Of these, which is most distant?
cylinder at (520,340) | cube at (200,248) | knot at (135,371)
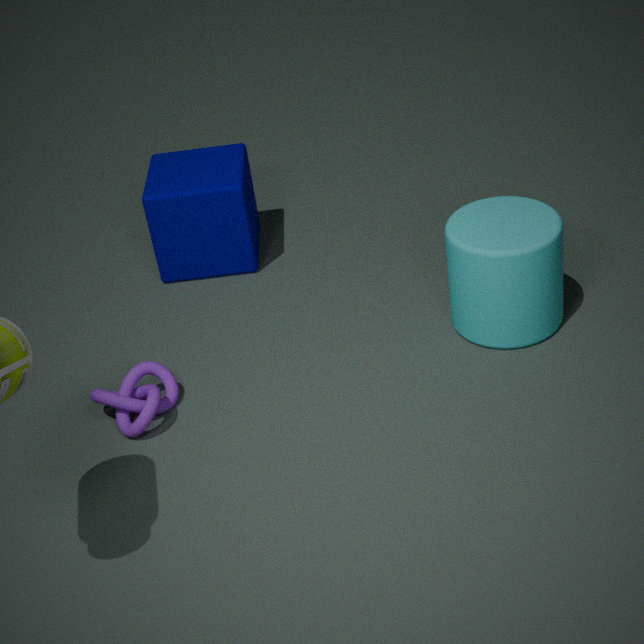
cube at (200,248)
